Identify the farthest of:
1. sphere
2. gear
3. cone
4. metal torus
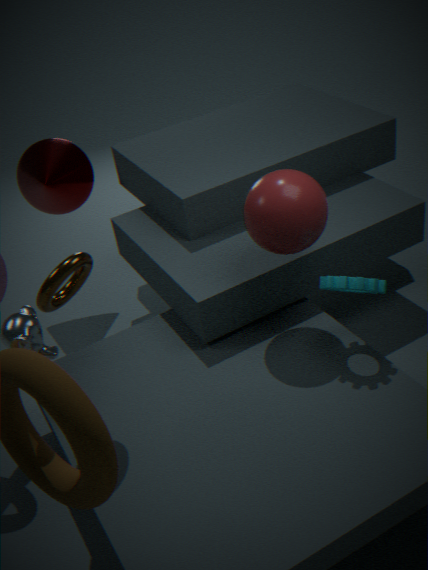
cone
